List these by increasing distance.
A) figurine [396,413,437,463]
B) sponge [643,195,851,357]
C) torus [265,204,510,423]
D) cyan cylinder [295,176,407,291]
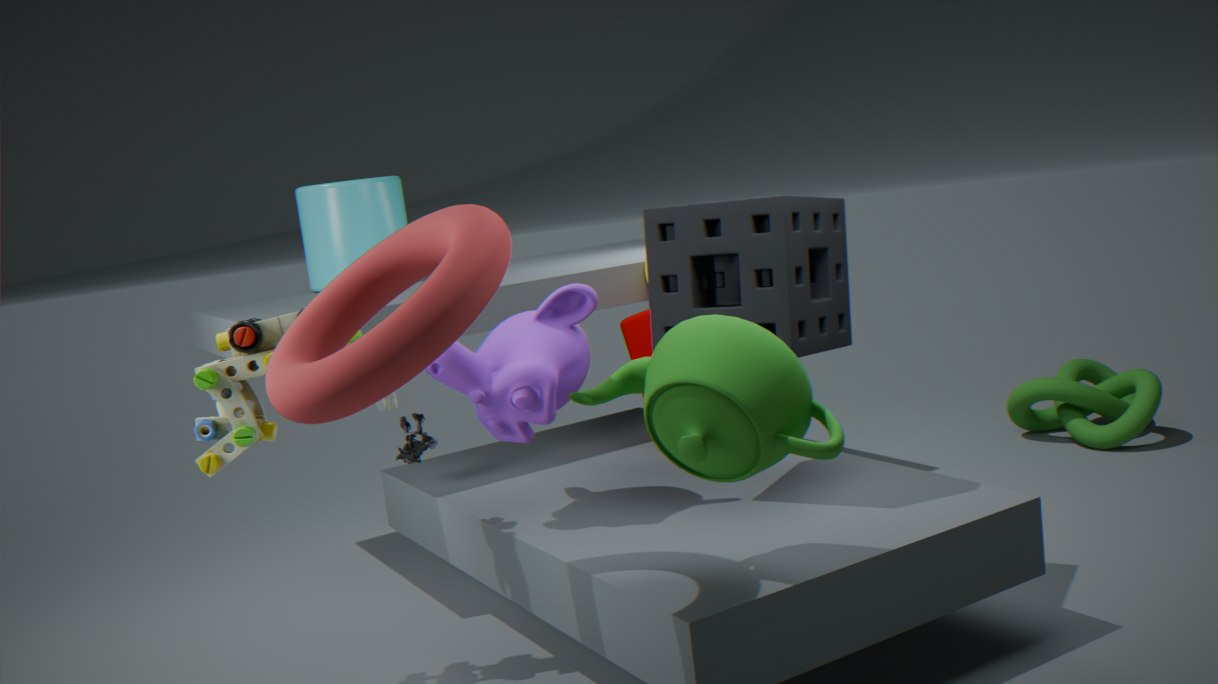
torus [265,204,510,423] < sponge [643,195,851,357] < figurine [396,413,437,463] < cyan cylinder [295,176,407,291]
